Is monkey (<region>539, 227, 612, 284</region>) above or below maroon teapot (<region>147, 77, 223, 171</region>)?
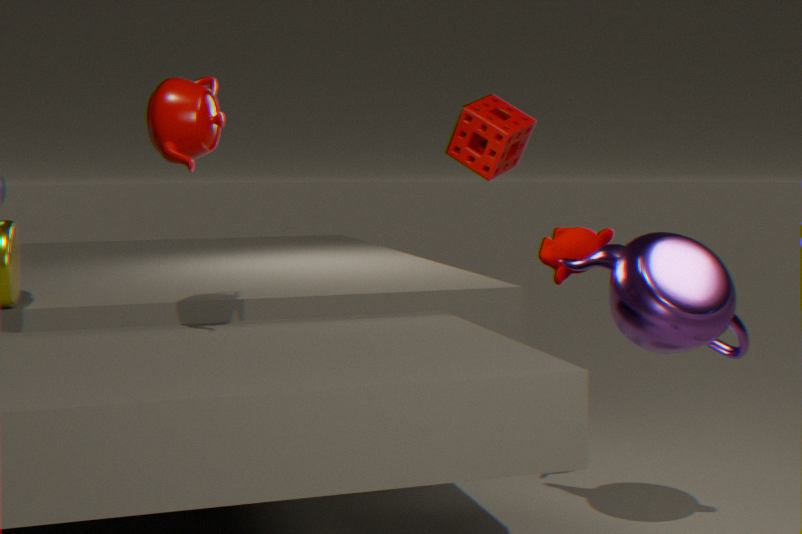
below
